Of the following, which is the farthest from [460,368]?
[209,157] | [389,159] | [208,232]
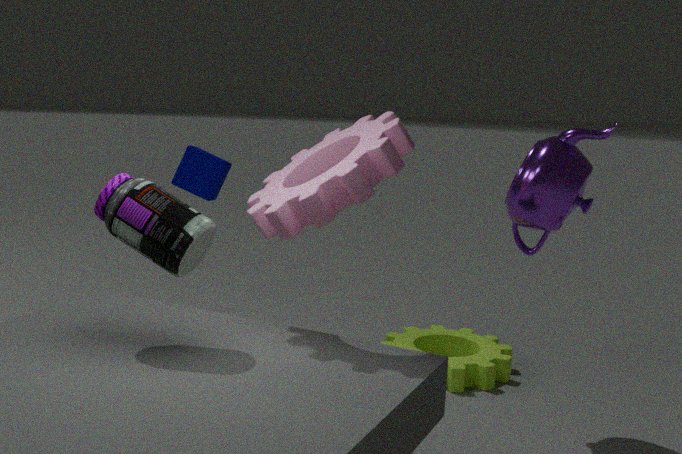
[208,232]
